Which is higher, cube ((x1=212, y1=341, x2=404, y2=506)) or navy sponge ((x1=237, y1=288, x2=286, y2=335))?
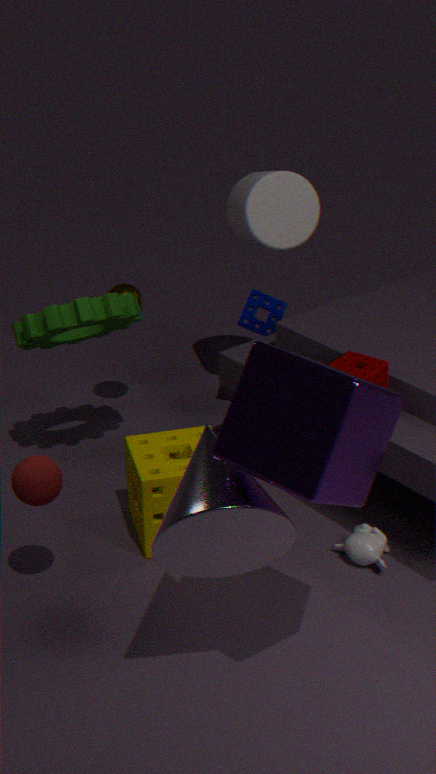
cube ((x1=212, y1=341, x2=404, y2=506))
